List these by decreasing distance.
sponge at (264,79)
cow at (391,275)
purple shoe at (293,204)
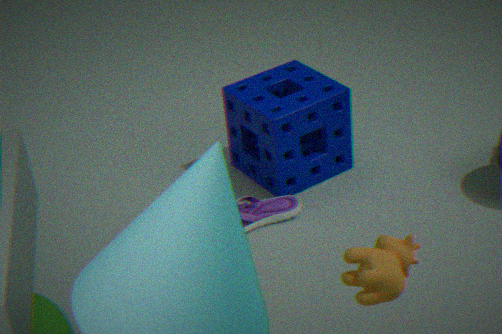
sponge at (264,79) → purple shoe at (293,204) → cow at (391,275)
